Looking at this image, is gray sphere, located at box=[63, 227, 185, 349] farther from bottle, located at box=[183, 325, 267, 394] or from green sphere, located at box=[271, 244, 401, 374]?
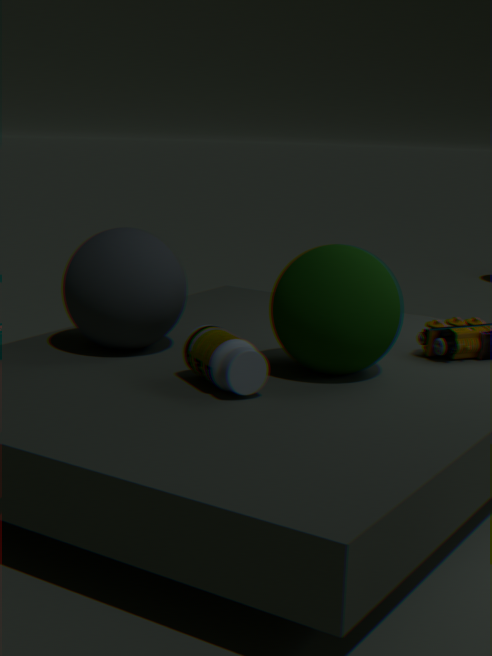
green sphere, located at box=[271, 244, 401, 374]
